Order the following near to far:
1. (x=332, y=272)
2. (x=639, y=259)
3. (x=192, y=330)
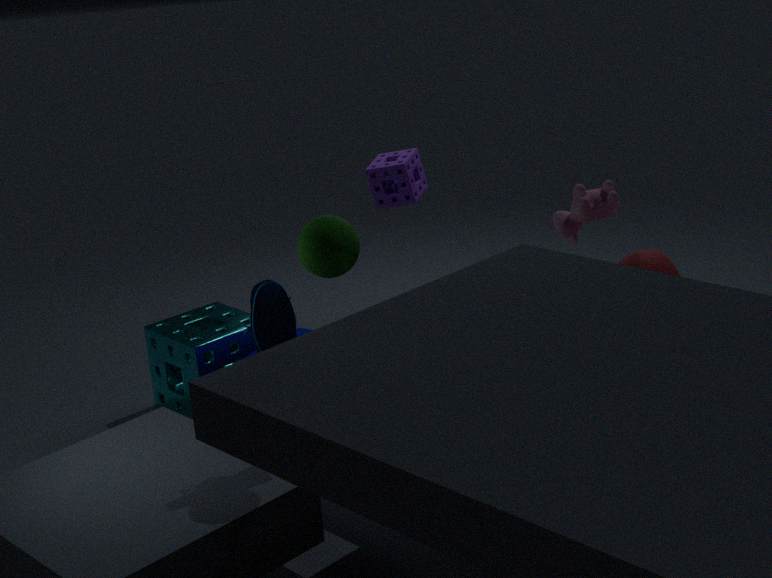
(x=332, y=272)
(x=639, y=259)
(x=192, y=330)
